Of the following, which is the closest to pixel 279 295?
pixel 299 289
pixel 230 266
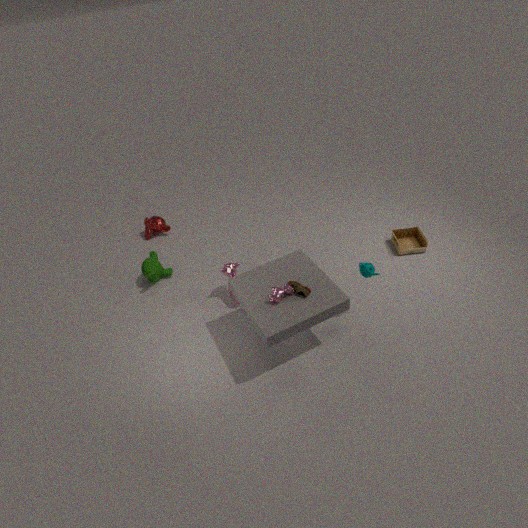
pixel 299 289
